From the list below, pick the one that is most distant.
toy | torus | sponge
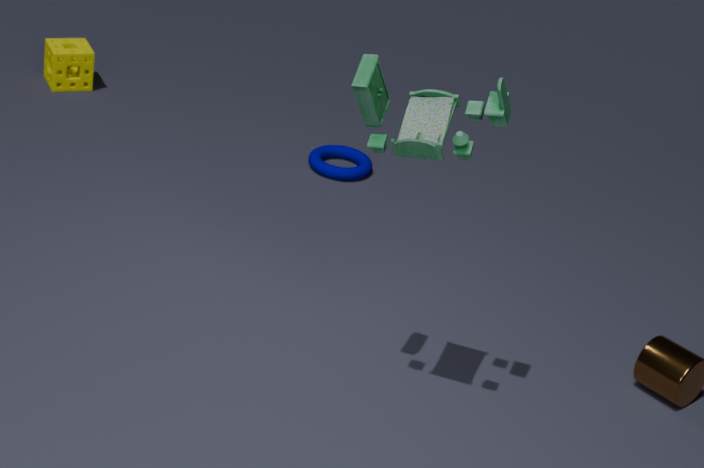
sponge
